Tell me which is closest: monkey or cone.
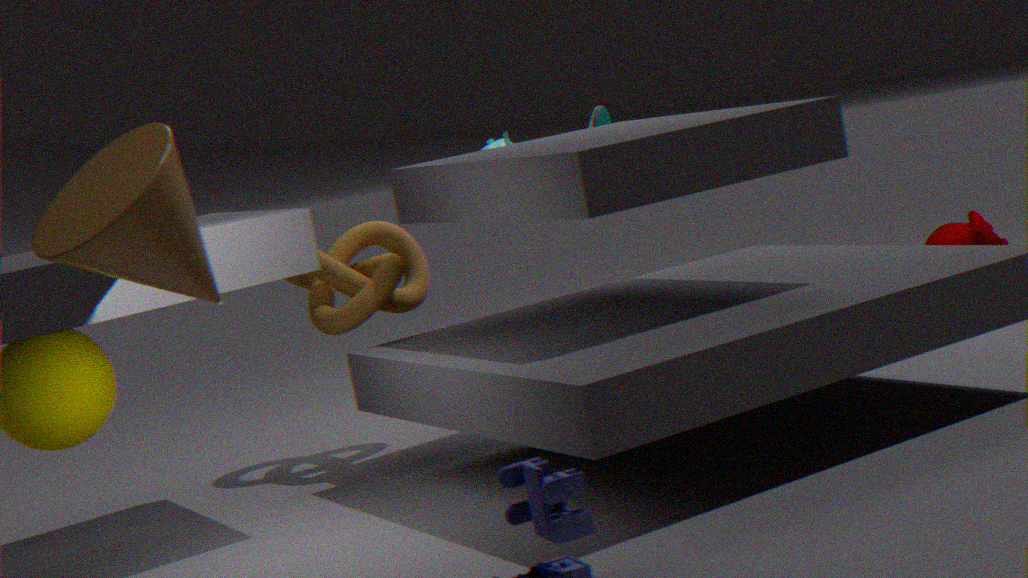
cone
